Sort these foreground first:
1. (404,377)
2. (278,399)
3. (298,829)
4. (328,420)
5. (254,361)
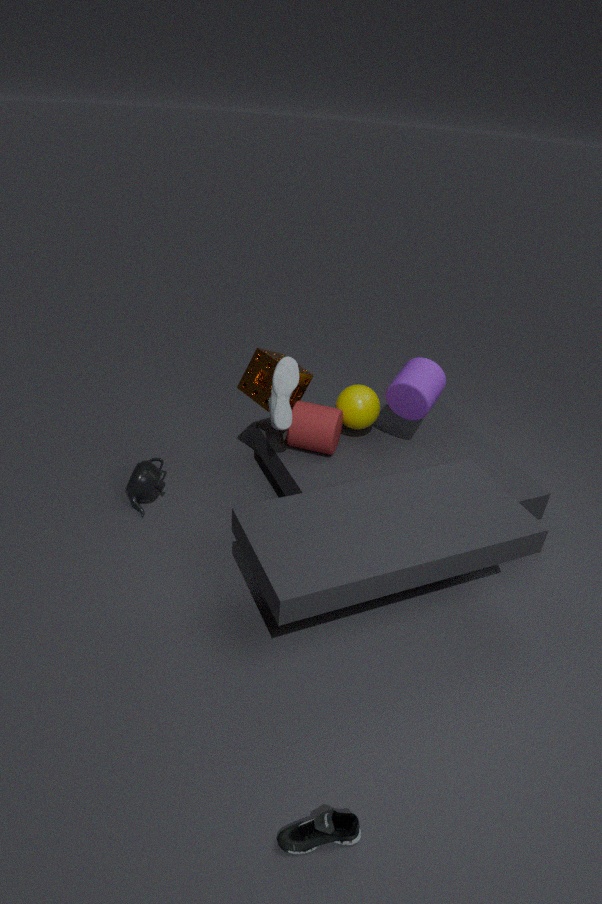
(298,829), (278,399), (328,420), (404,377), (254,361)
